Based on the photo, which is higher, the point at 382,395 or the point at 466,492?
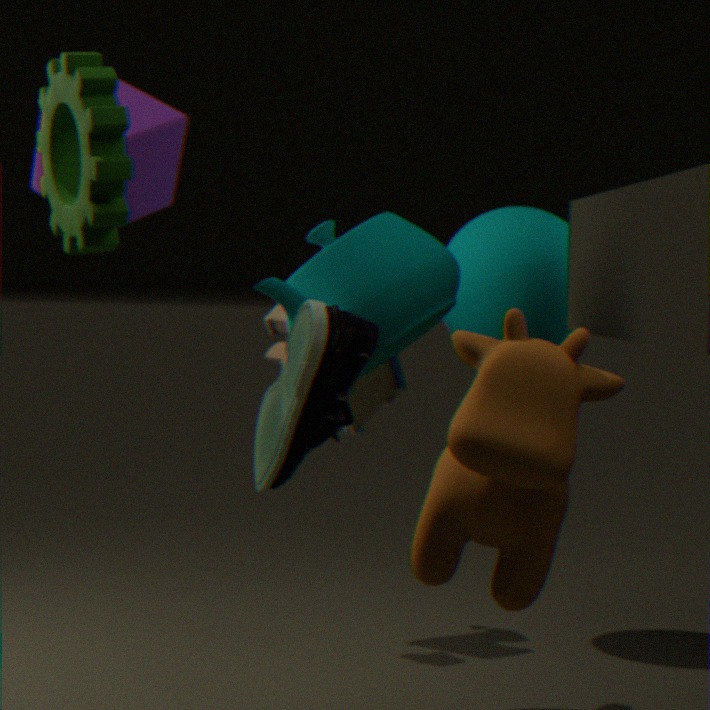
the point at 382,395
